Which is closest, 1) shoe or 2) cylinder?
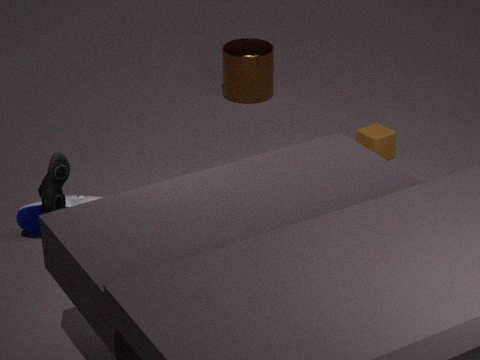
1. shoe
